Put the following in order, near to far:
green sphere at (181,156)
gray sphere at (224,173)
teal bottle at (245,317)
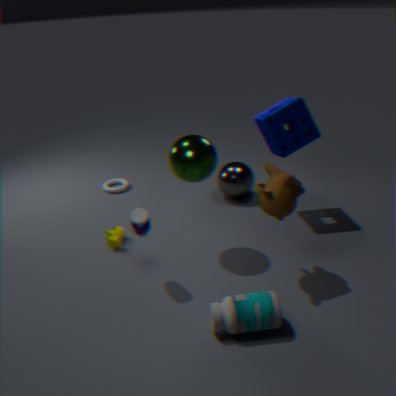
1. teal bottle at (245,317)
2. green sphere at (181,156)
3. gray sphere at (224,173)
